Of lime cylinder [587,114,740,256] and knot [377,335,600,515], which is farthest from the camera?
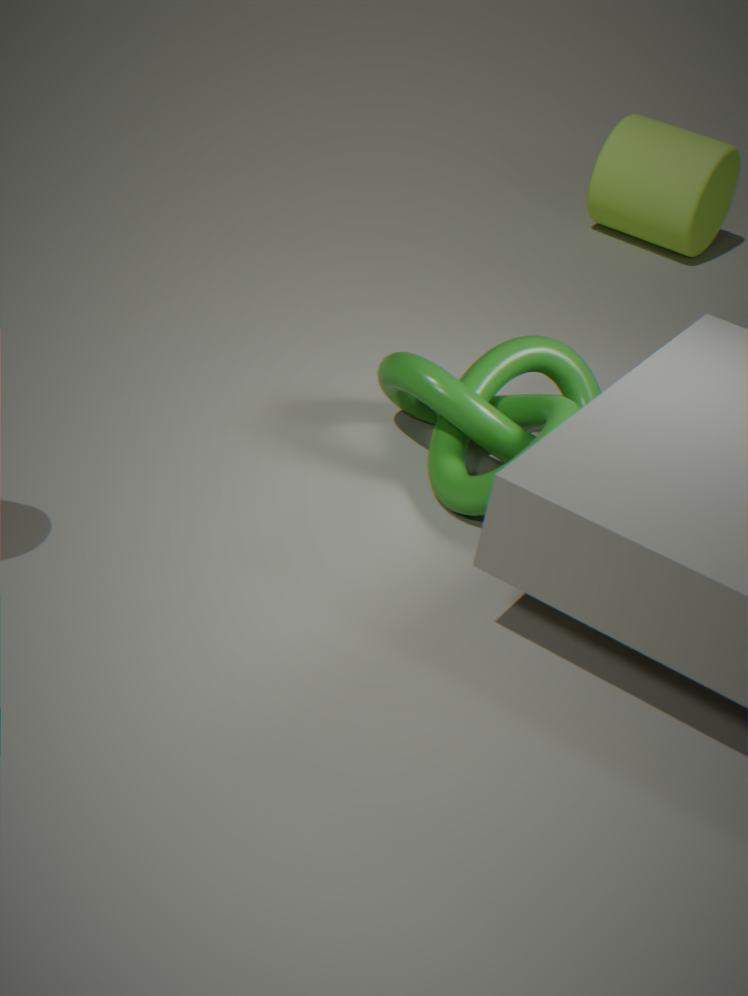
lime cylinder [587,114,740,256]
